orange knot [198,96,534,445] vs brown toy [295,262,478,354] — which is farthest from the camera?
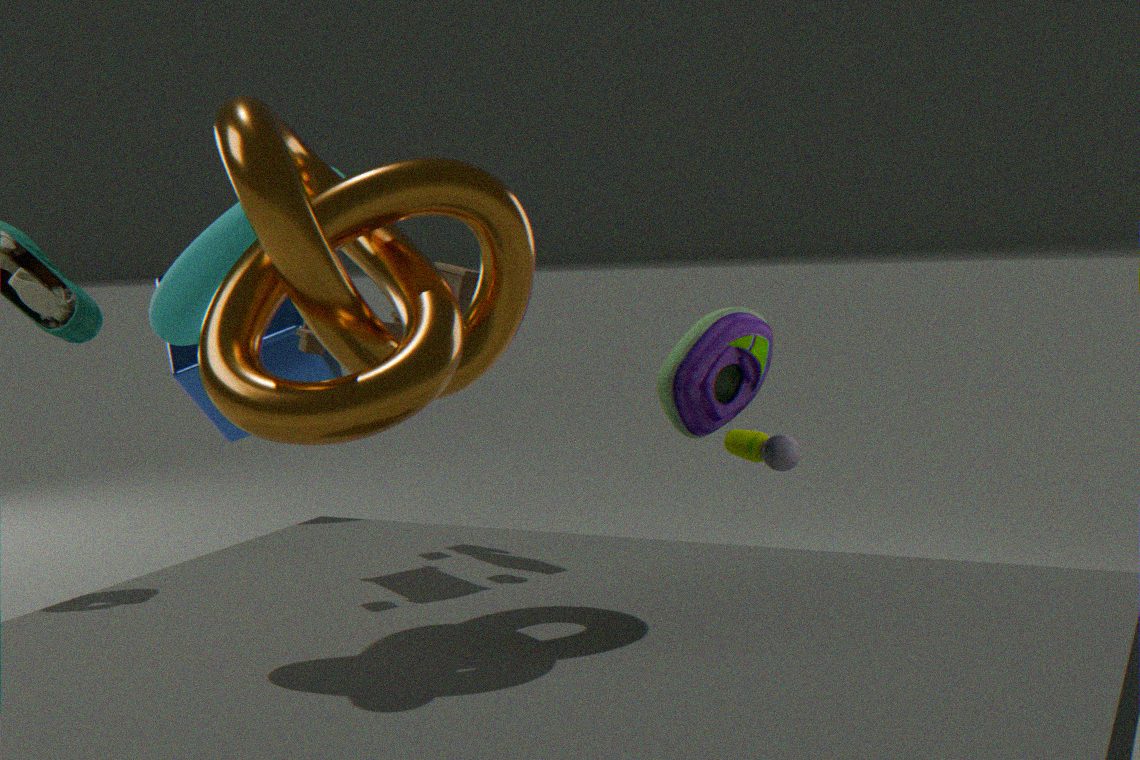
brown toy [295,262,478,354]
